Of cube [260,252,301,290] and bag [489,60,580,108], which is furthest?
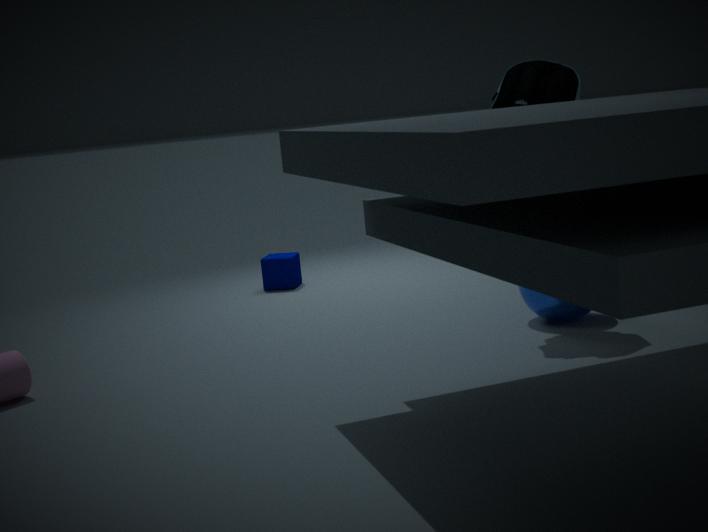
cube [260,252,301,290]
